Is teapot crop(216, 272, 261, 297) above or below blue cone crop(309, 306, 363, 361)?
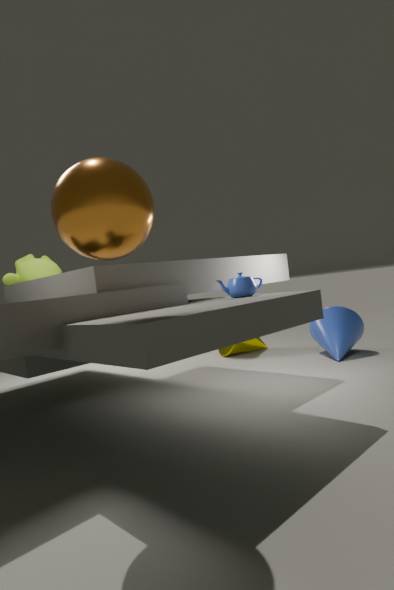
above
